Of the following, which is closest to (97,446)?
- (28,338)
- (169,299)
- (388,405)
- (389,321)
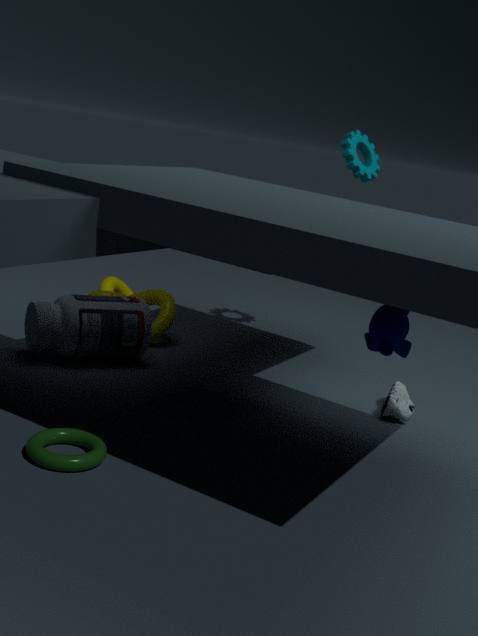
(28,338)
